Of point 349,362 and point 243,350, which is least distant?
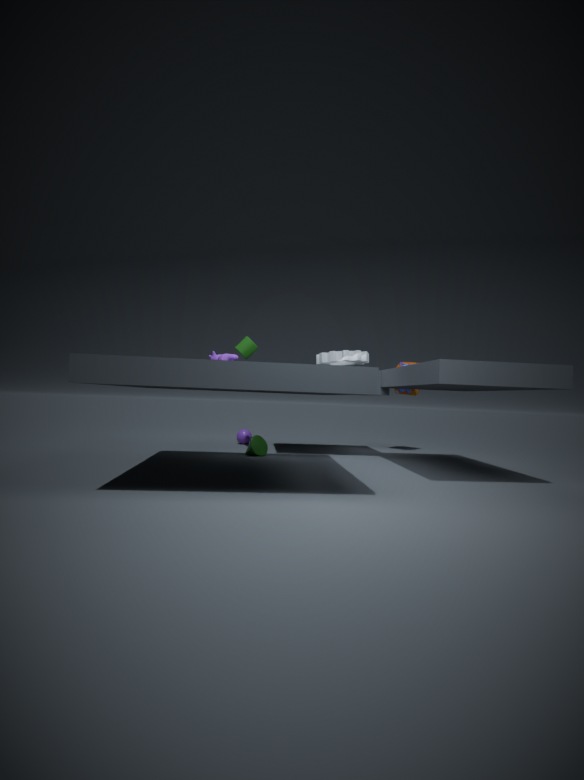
point 243,350
